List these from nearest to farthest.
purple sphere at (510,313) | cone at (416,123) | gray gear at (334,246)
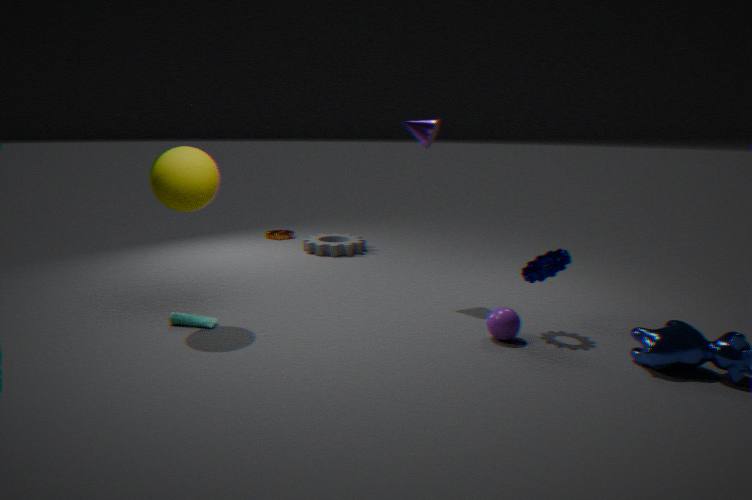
purple sphere at (510,313), cone at (416,123), gray gear at (334,246)
